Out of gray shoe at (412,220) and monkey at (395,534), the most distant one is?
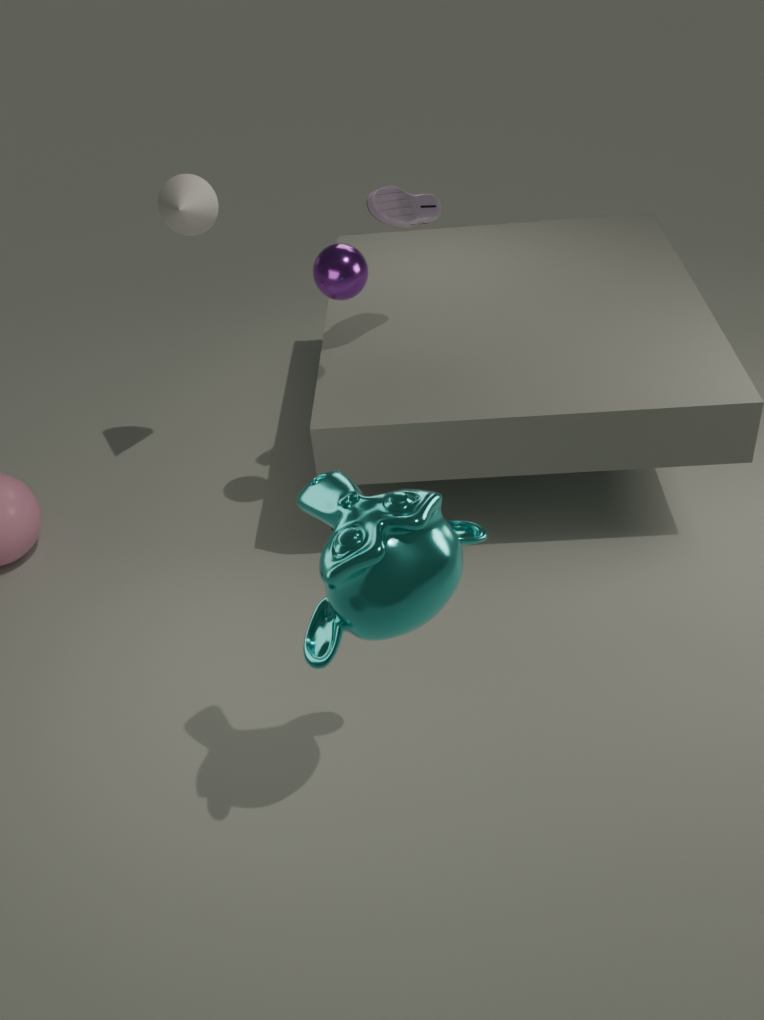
gray shoe at (412,220)
